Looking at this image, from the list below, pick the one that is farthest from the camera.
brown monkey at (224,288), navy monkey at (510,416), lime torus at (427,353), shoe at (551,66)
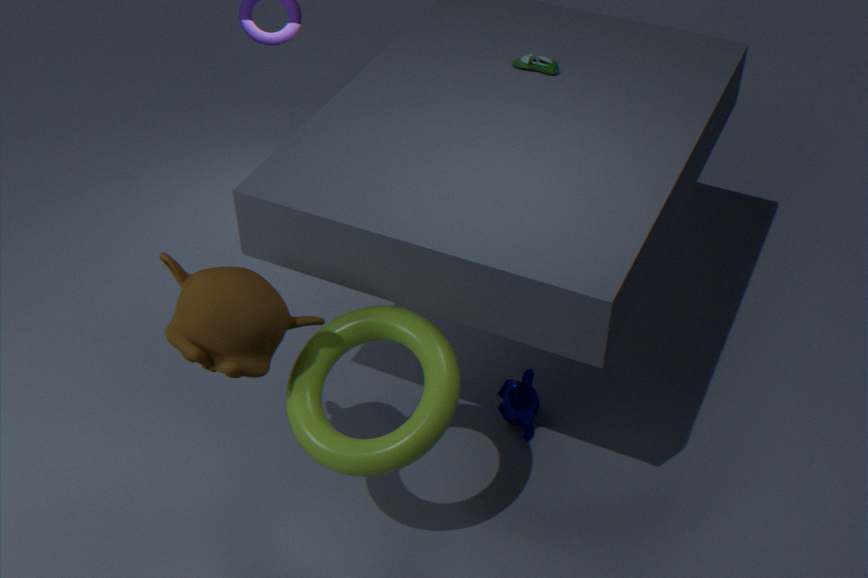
shoe at (551,66)
